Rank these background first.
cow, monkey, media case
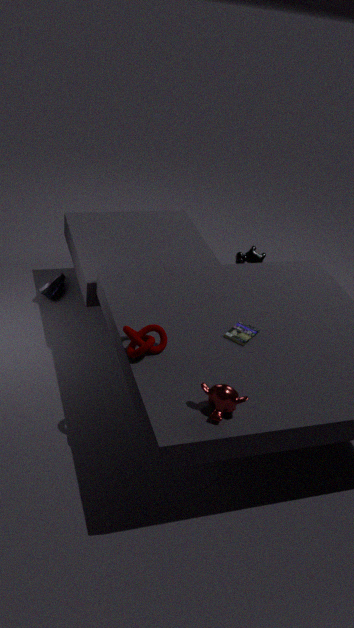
1. cow
2. media case
3. monkey
